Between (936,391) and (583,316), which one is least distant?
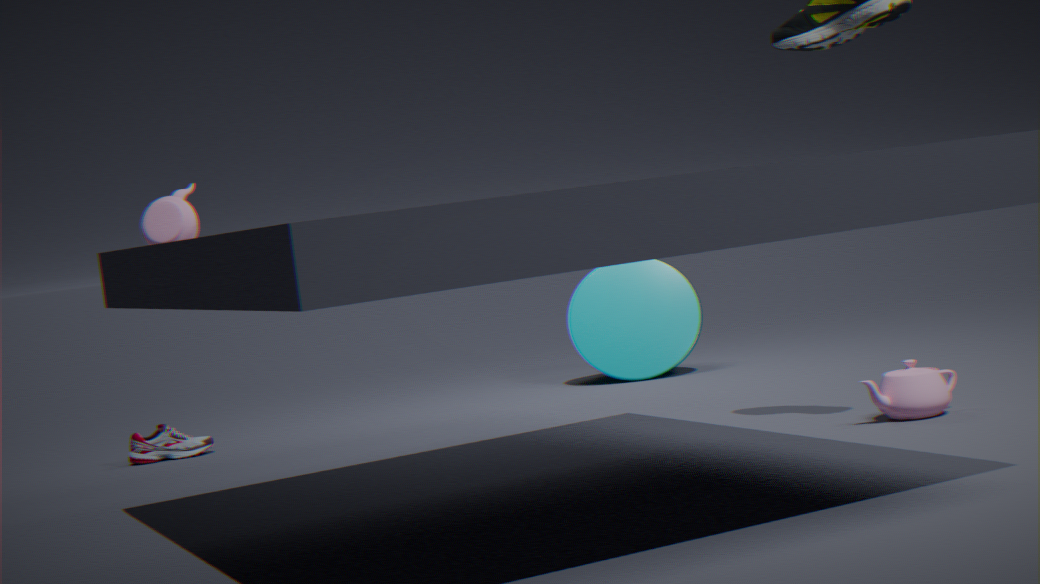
(936,391)
